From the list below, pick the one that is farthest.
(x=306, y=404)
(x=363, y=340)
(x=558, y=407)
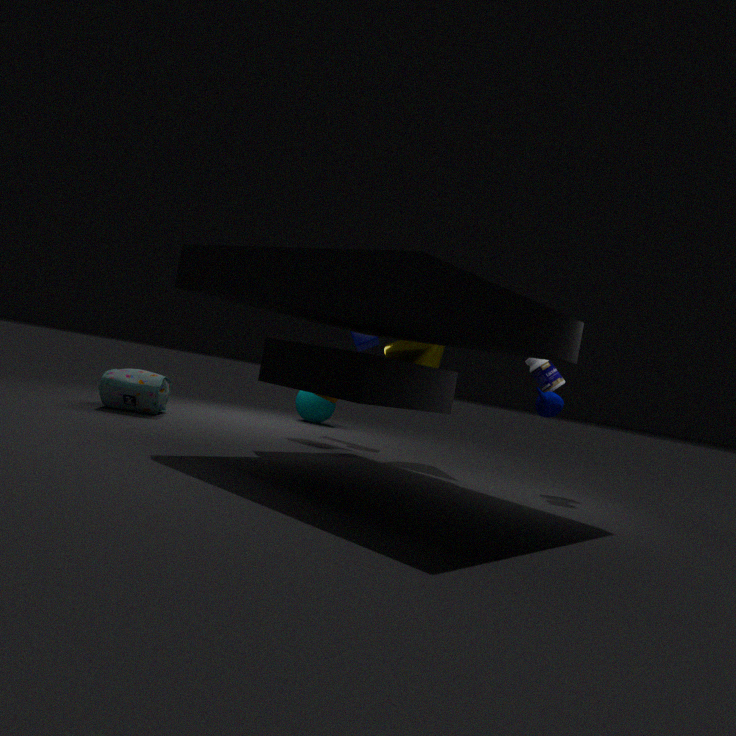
(x=306, y=404)
